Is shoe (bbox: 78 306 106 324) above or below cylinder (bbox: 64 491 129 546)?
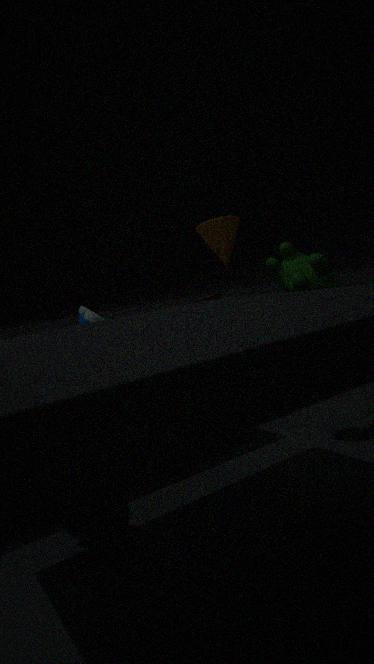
above
